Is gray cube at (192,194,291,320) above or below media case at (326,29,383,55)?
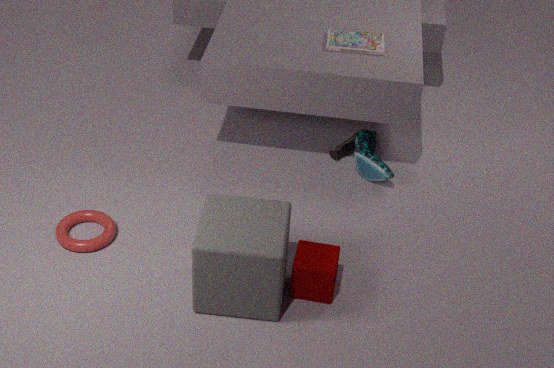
below
